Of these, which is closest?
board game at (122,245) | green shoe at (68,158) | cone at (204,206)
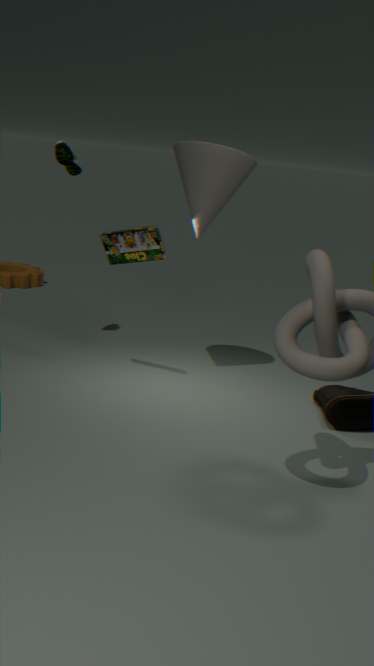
cone at (204,206)
